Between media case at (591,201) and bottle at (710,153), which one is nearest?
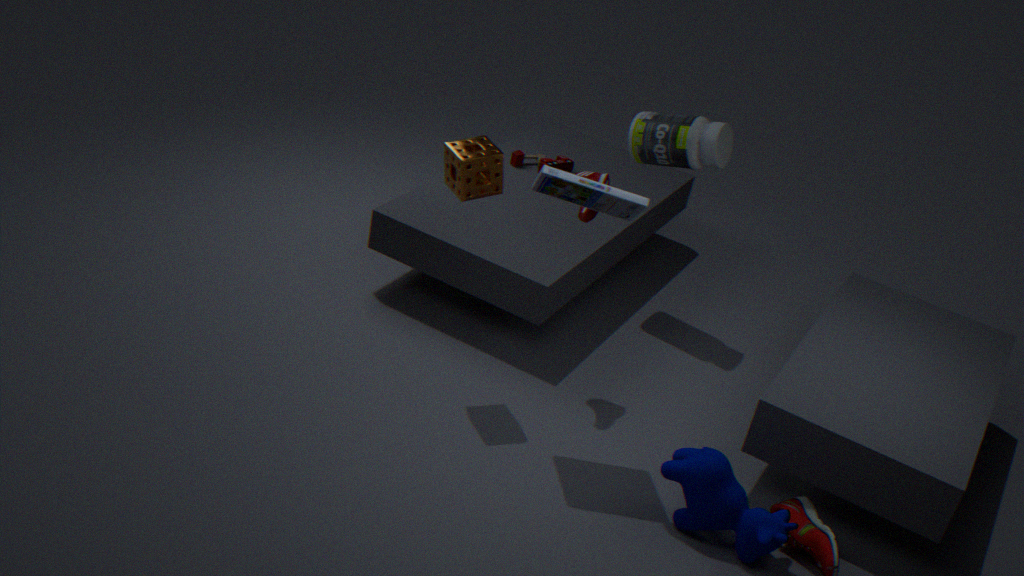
media case at (591,201)
